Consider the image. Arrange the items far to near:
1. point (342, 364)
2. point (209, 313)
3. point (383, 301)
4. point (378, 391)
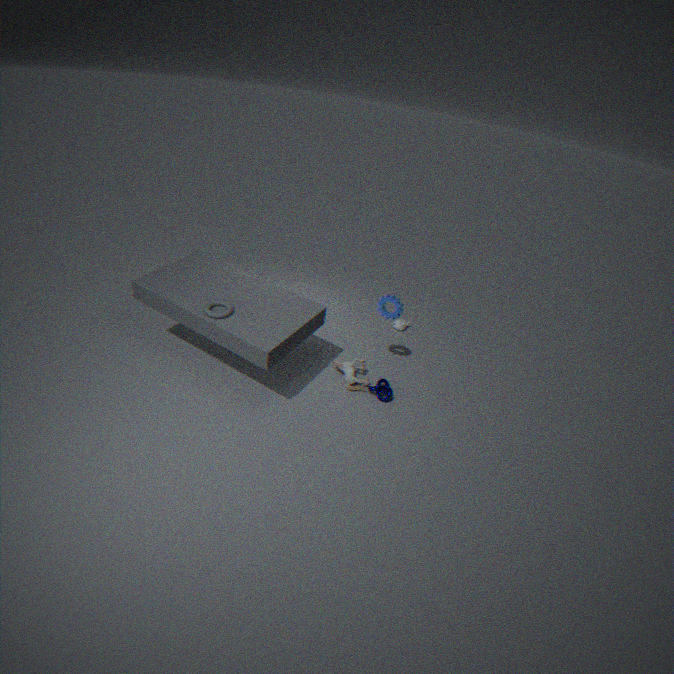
point (342, 364), point (383, 301), point (378, 391), point (209, 313)
